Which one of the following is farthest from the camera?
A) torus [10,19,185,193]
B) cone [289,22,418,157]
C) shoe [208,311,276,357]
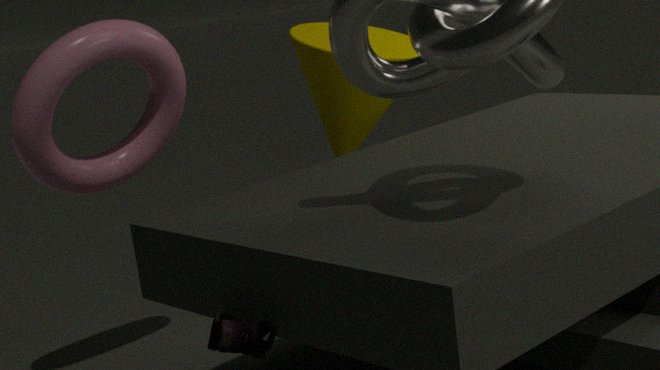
cone [289,22,418,157]
